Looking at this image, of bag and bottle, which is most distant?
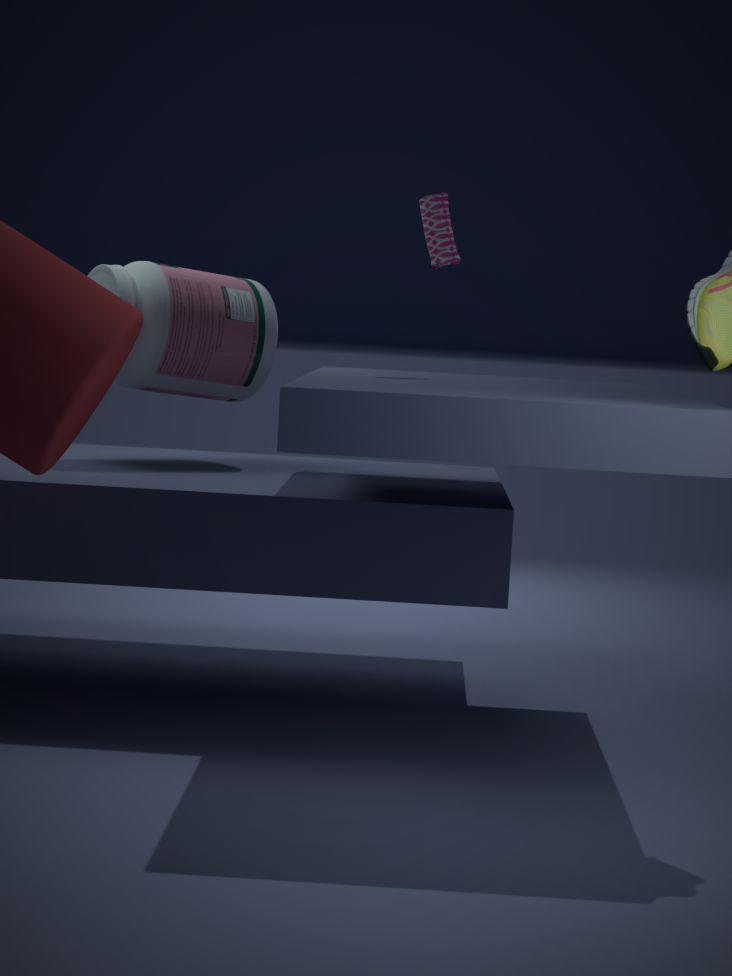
bottle
